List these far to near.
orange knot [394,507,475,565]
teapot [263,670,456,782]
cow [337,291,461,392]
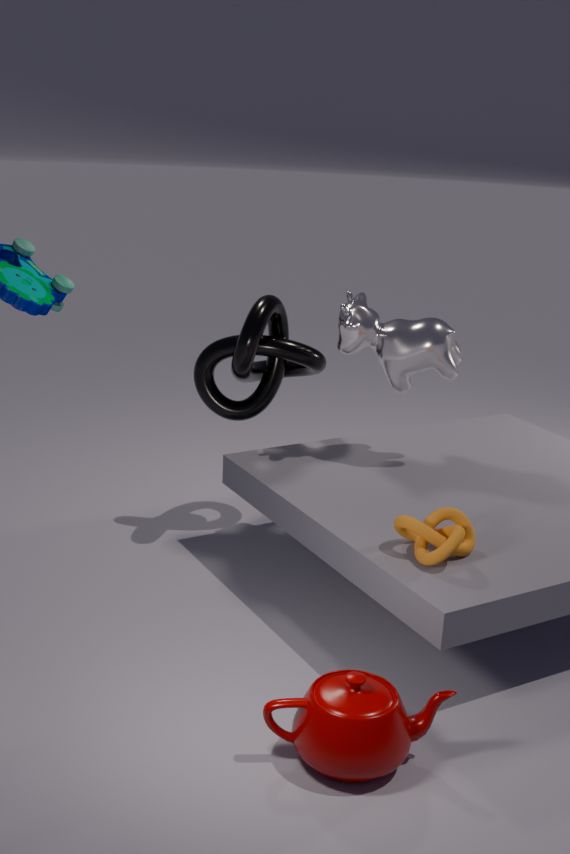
cow [337,291,461,392], orange knot [394,507,475,565], teapot [263,670,456,782]
